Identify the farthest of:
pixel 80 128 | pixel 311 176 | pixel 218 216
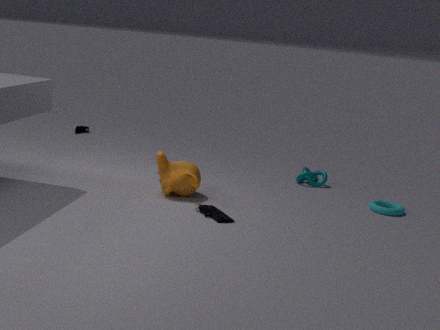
pixel 80 128
